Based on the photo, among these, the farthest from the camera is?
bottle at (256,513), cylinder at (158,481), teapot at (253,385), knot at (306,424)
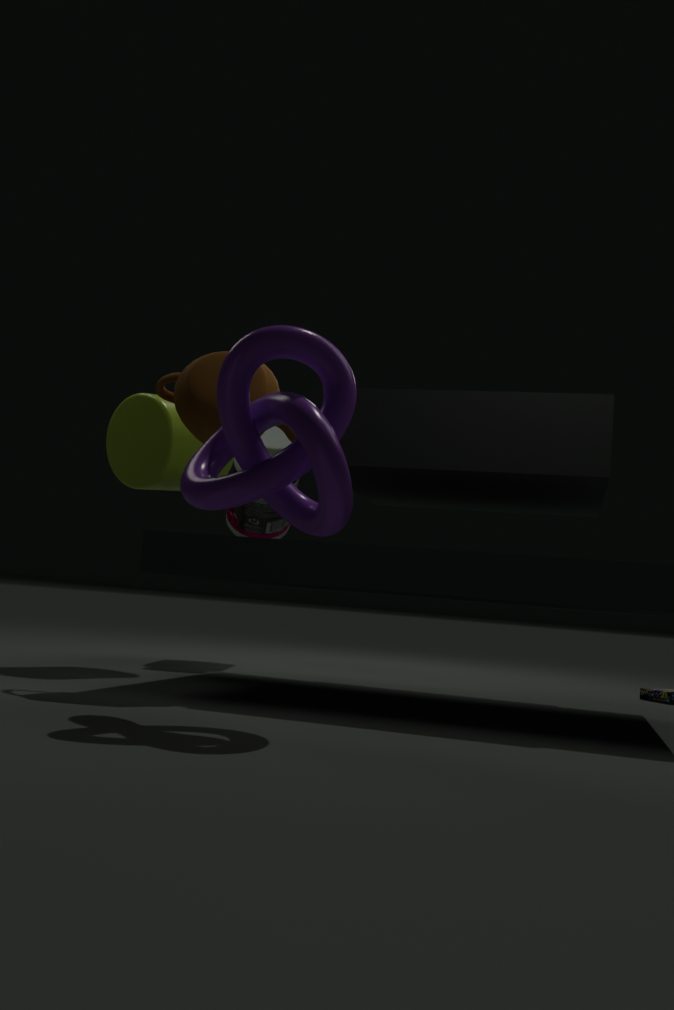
bottle at (256,513)
